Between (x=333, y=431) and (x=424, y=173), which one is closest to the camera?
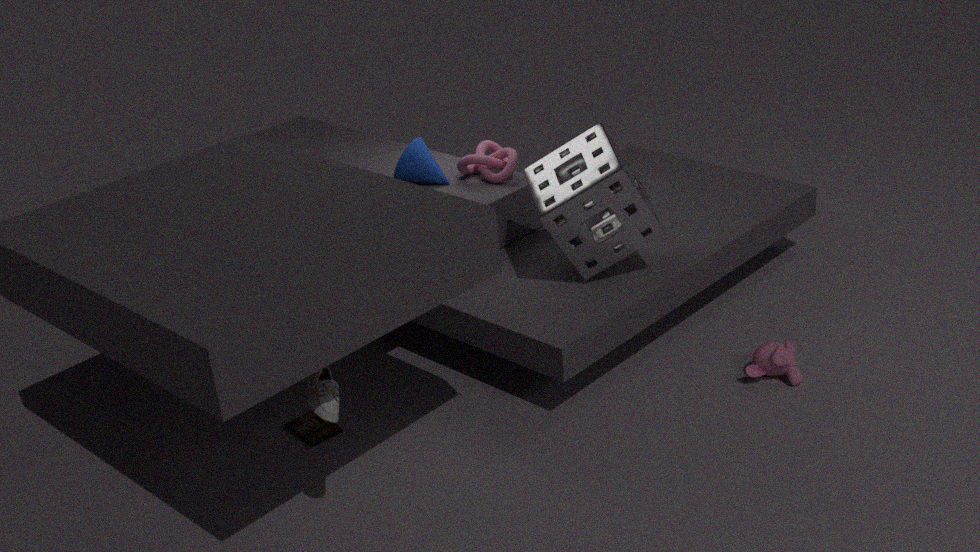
(x=333, y=431)
